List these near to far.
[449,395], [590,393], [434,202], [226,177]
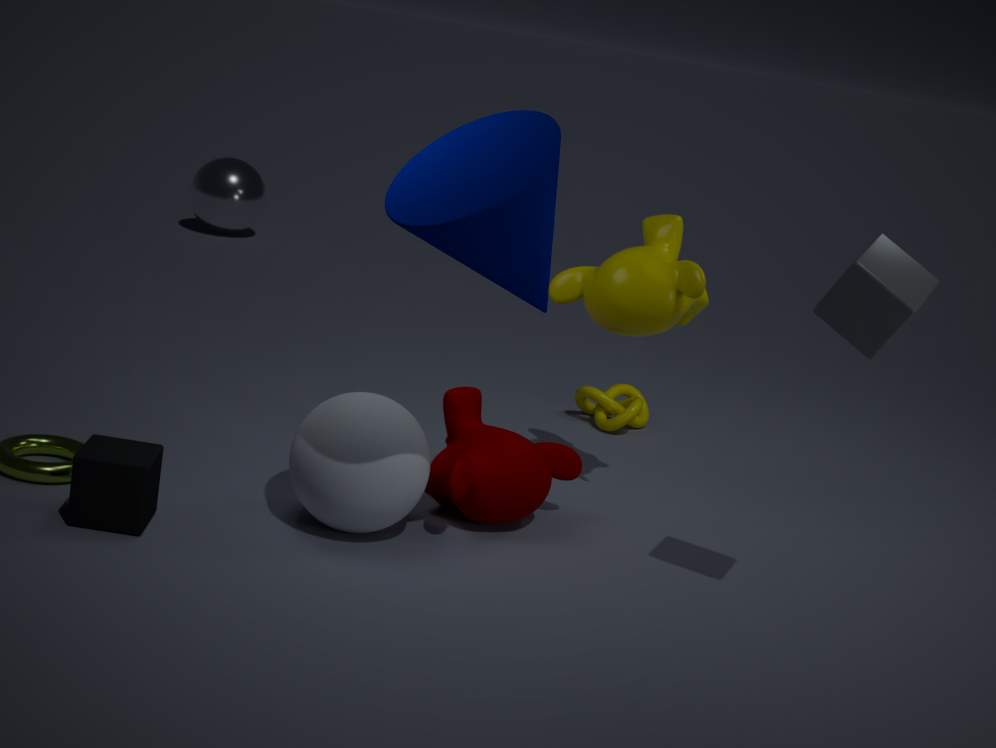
[434,202] < [449,395] < [590,393] < [226,177]
